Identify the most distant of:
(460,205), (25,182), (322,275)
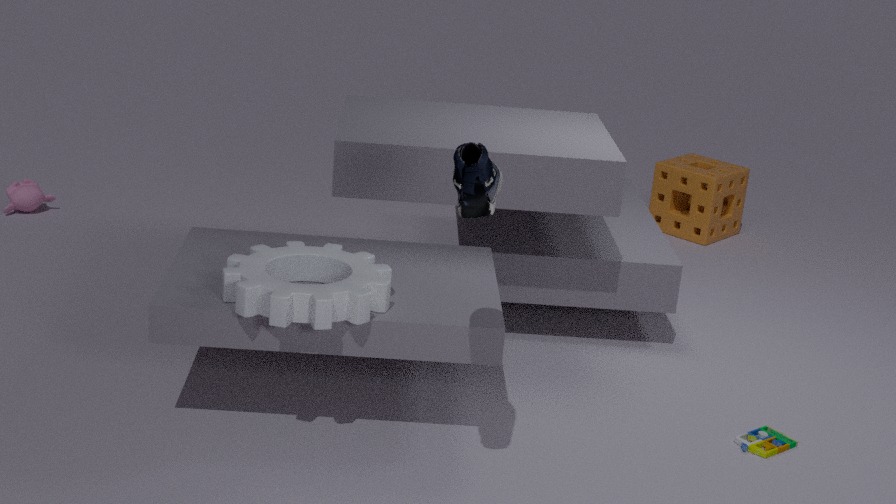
(25,182)
